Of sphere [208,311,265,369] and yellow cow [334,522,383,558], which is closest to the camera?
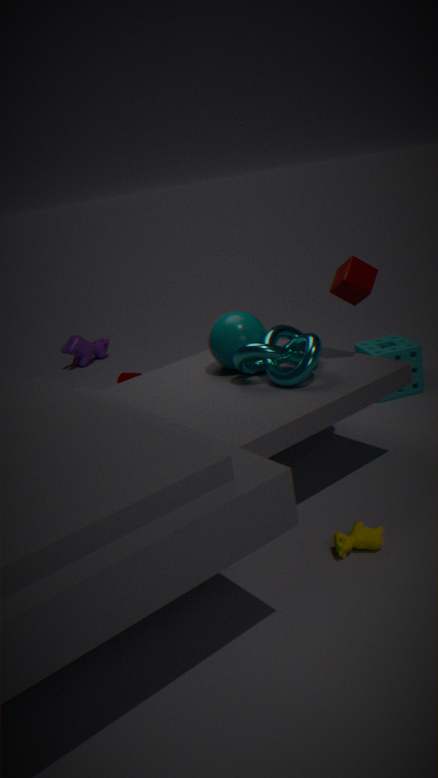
yellow cow [334,522,383,558]
